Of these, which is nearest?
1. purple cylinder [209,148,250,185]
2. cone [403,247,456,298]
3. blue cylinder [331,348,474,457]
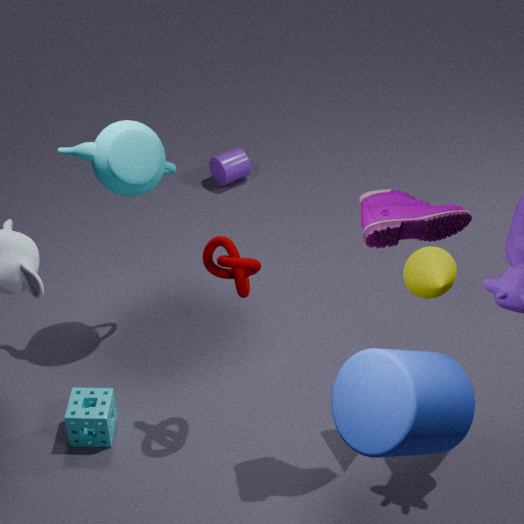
blue cylinder [331,348,474,457]
